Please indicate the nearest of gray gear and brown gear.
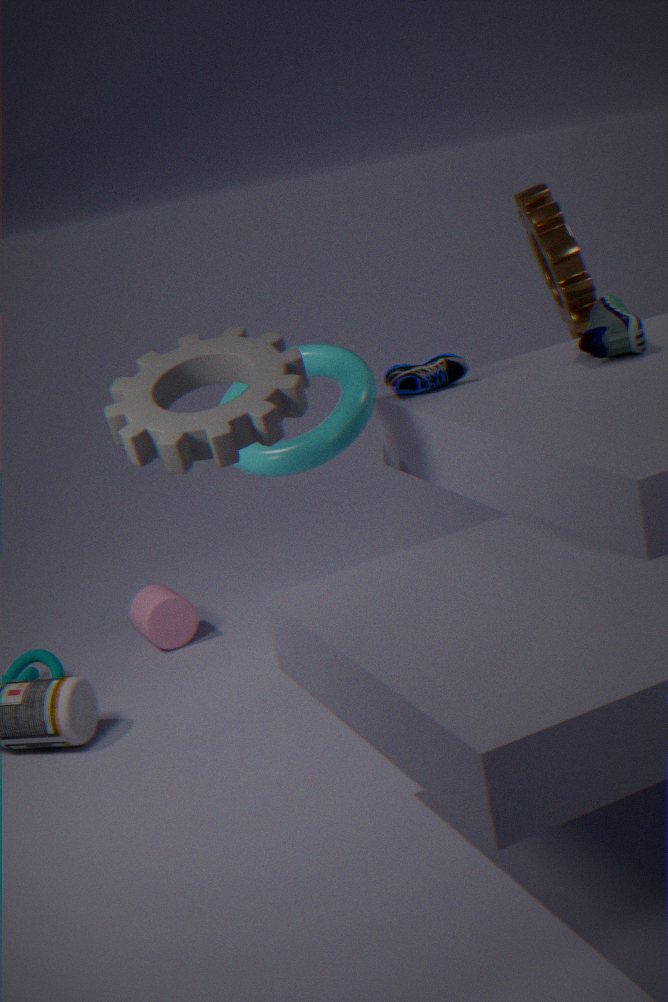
gray gear
